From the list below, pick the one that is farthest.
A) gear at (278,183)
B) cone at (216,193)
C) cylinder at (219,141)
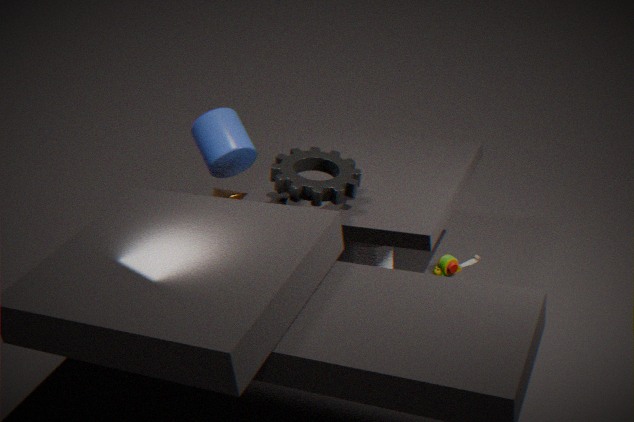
cone at (216,193)
